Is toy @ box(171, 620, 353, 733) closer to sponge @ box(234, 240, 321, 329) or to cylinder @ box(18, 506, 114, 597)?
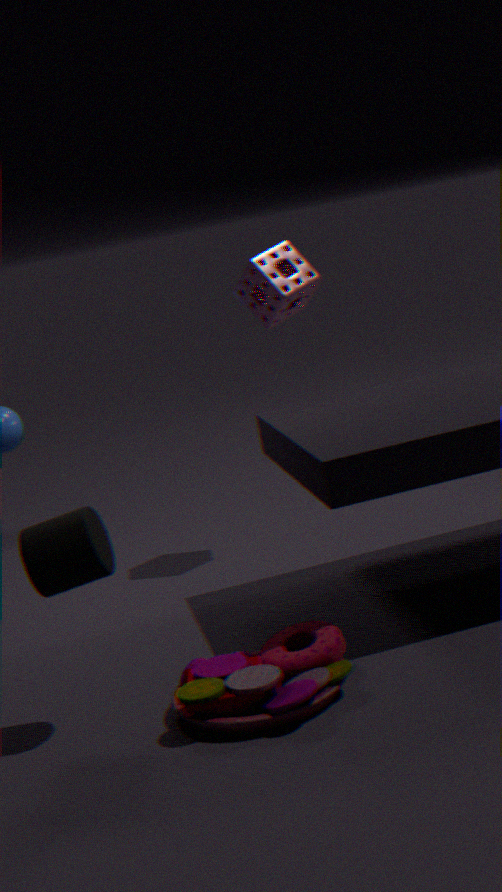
cylinder @ box(18, 506, 114, 597)
